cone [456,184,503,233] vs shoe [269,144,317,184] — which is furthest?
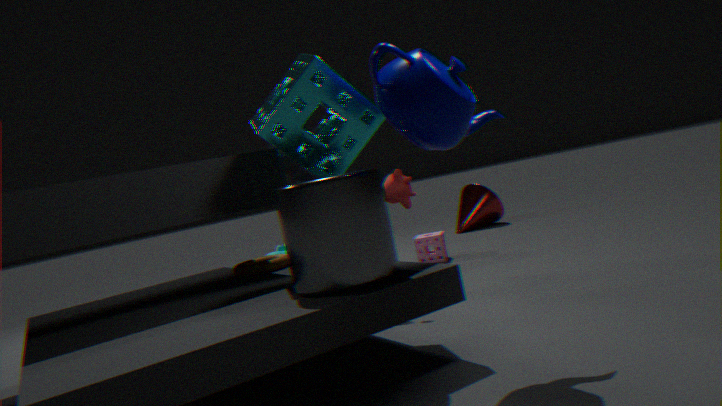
cone [456,184,503,233]
